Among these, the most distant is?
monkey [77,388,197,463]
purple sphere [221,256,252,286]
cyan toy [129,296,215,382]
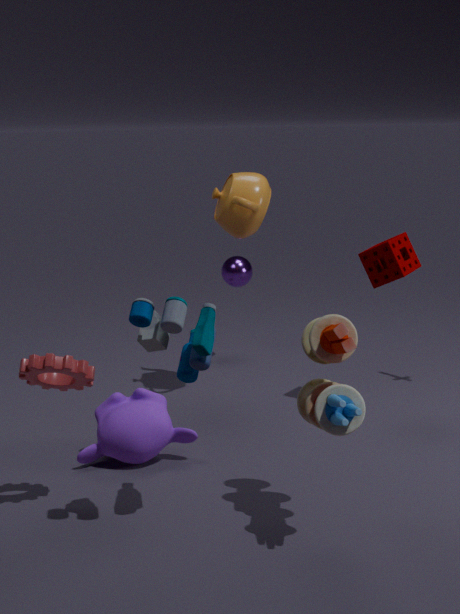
purple sphere [221,256,252,286]
